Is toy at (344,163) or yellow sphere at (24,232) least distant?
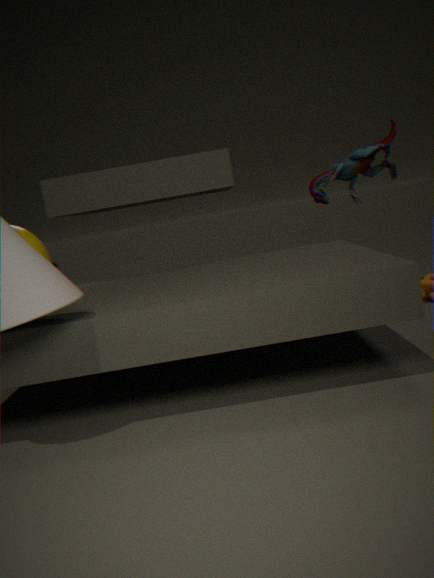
yellow sphere at (24,232)
